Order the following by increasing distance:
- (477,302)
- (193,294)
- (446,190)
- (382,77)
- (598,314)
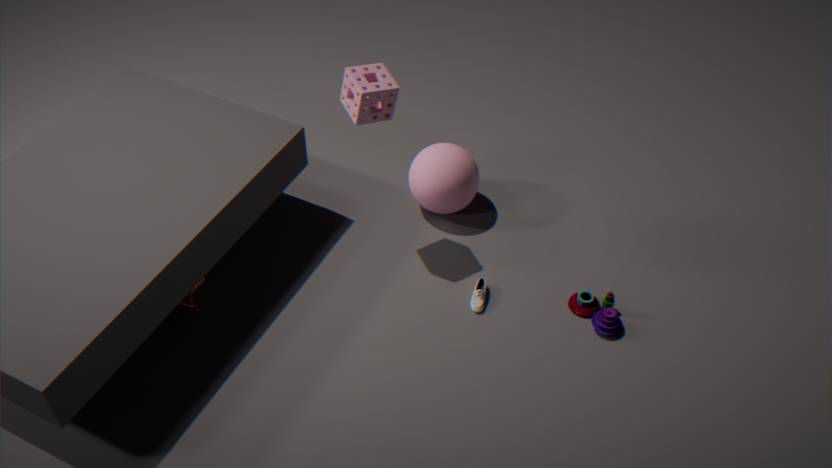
(382,77) < (598,314) < (193,294) < (477,302) < (446,190)
